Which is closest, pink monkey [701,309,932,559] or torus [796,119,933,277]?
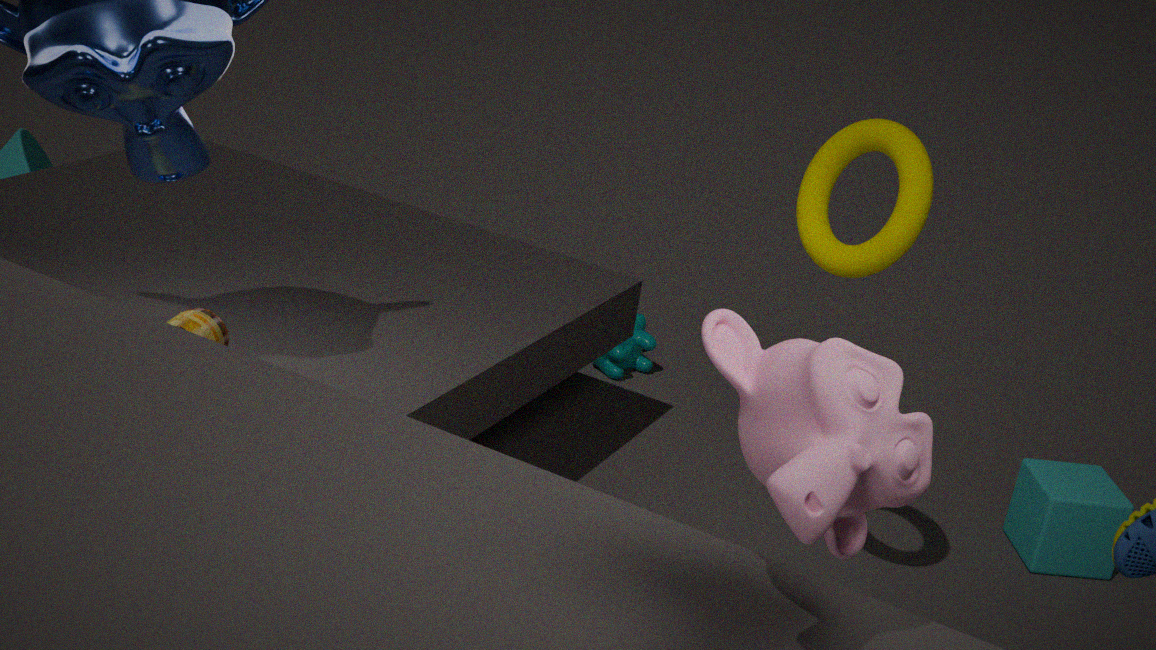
pink monkey [701,309,932,559]
